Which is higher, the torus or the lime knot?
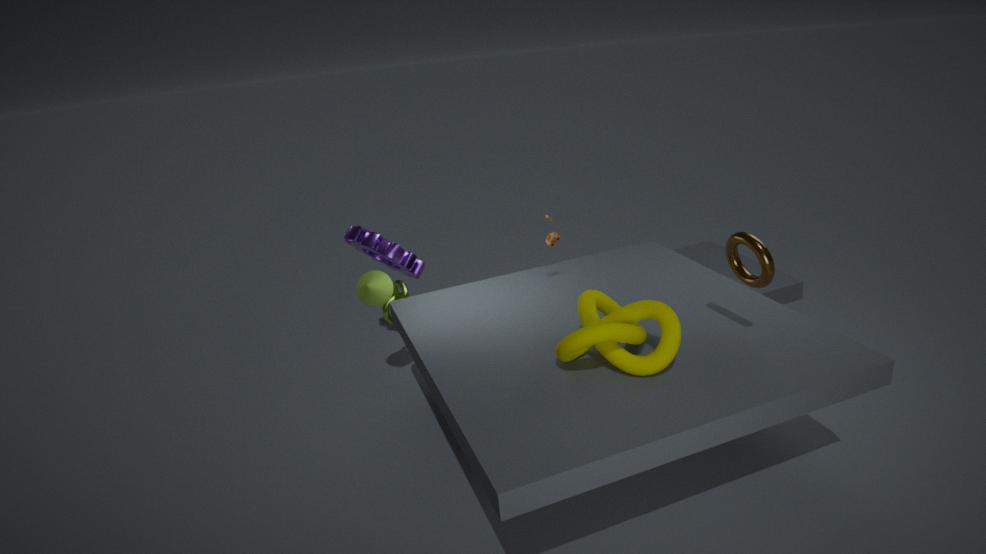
the torus
